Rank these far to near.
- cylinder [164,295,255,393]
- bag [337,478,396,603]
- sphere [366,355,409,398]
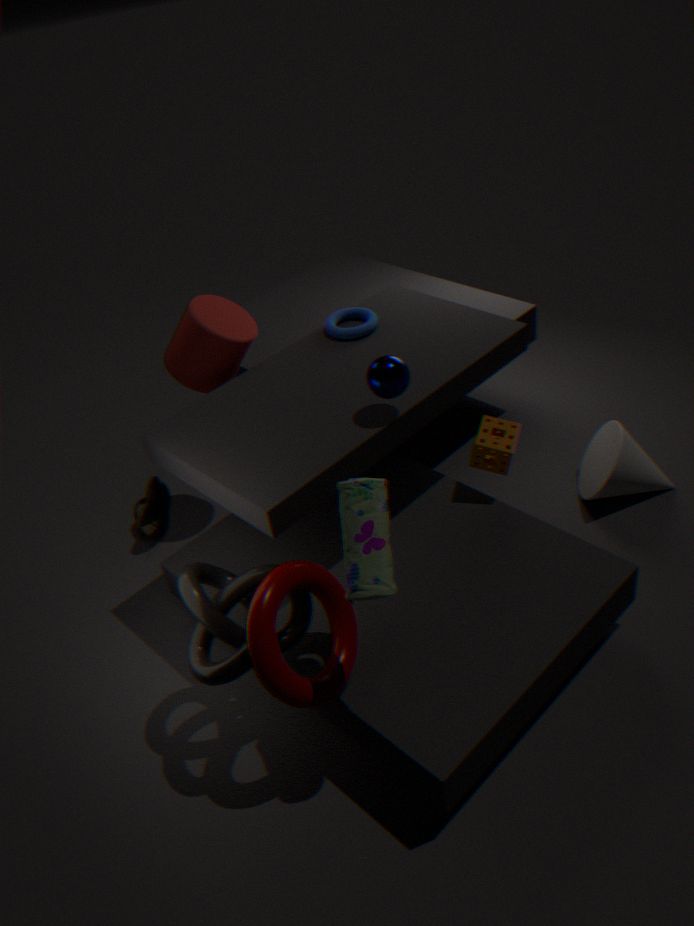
cylinder [164,295,255,393], sphere [366,355,409,398], bag [337,478,396,603]
